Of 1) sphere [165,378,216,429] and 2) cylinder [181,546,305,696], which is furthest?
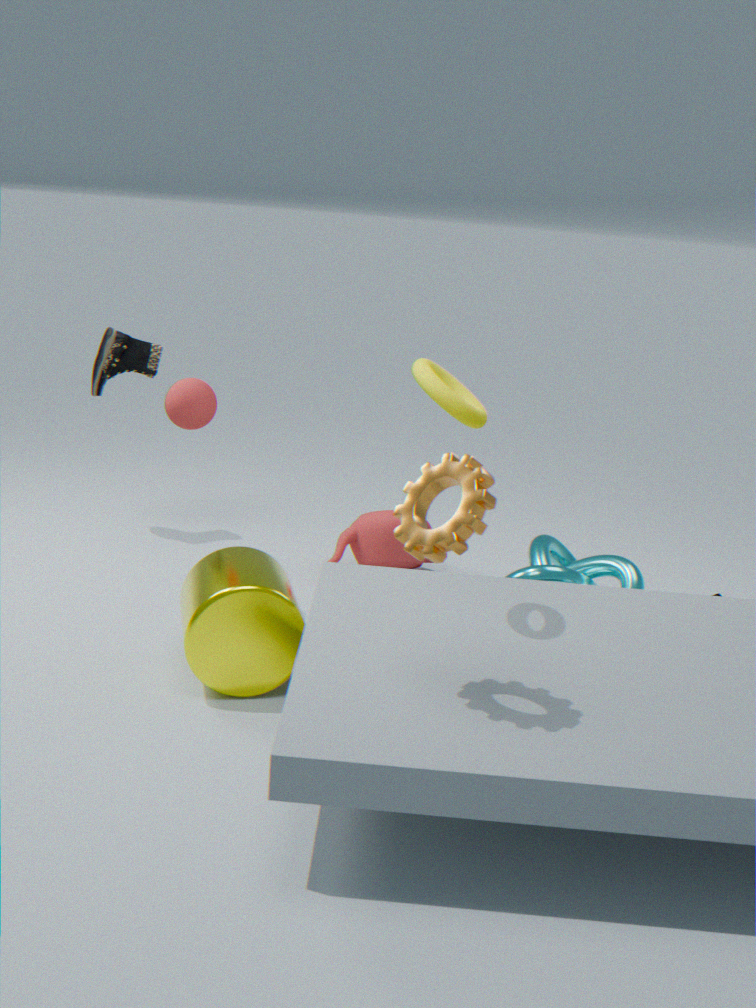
1. sphere [165,378,216,429]
